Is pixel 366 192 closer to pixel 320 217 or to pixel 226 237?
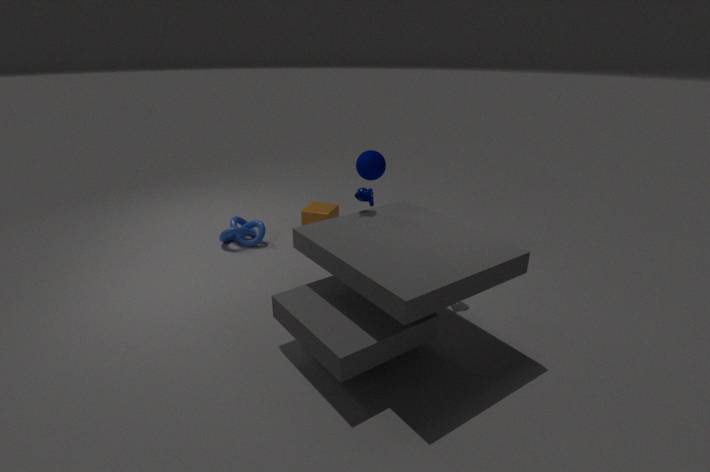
pixel 320 217
